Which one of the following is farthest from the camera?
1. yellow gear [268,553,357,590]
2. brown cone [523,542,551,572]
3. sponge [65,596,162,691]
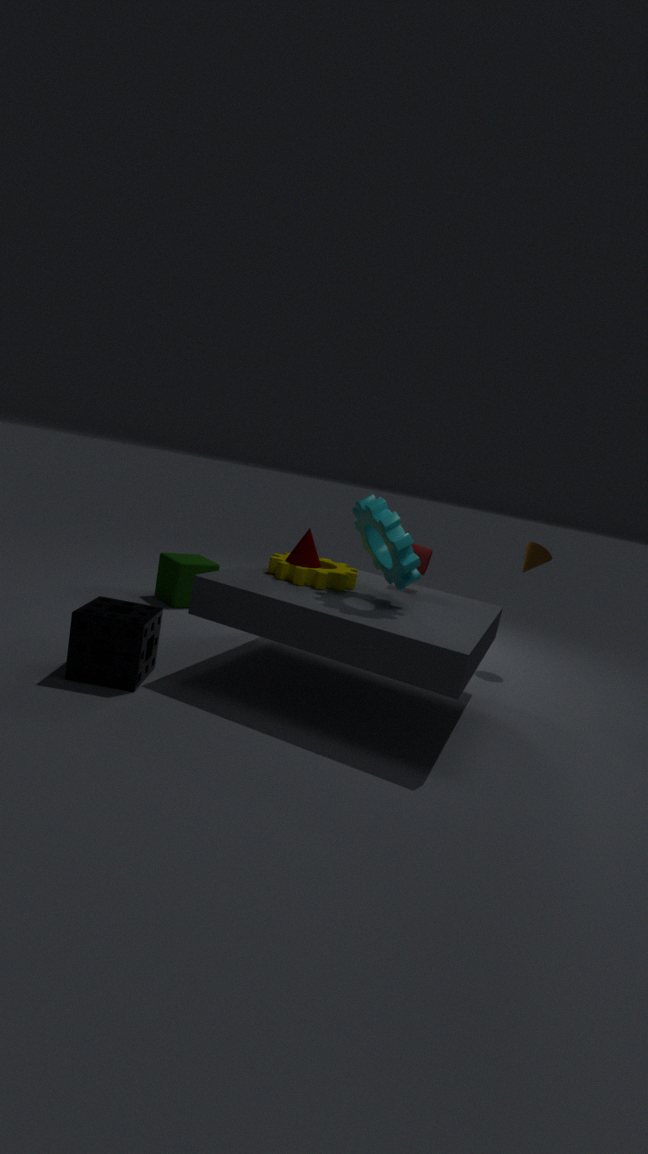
brown cone [523,542,551,572]
